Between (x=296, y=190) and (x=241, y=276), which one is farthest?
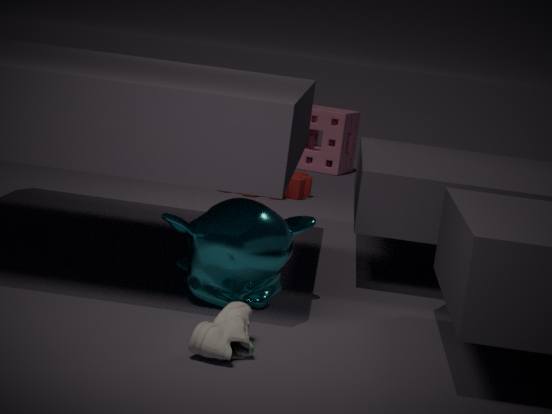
(x=296, y=190)
